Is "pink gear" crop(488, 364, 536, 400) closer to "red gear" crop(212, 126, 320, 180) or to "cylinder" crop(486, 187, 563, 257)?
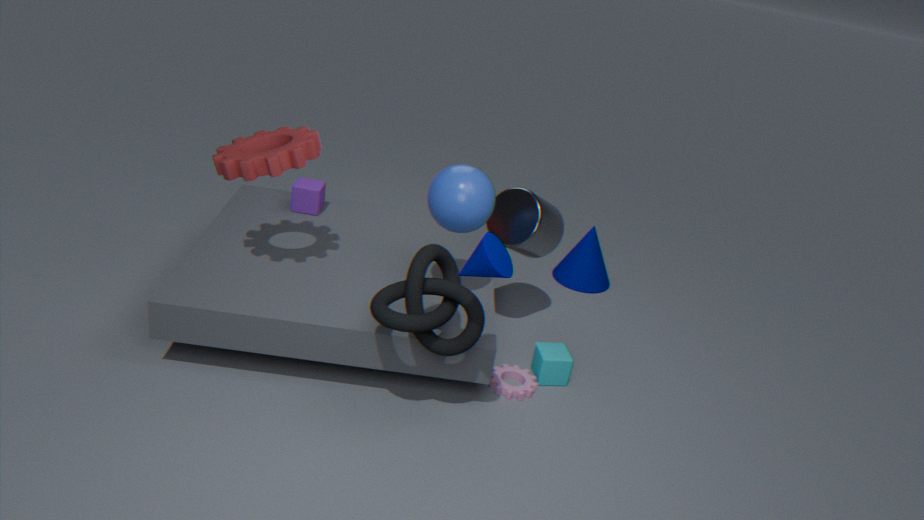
"cylinder" crop(486, 187, 563, 257)
